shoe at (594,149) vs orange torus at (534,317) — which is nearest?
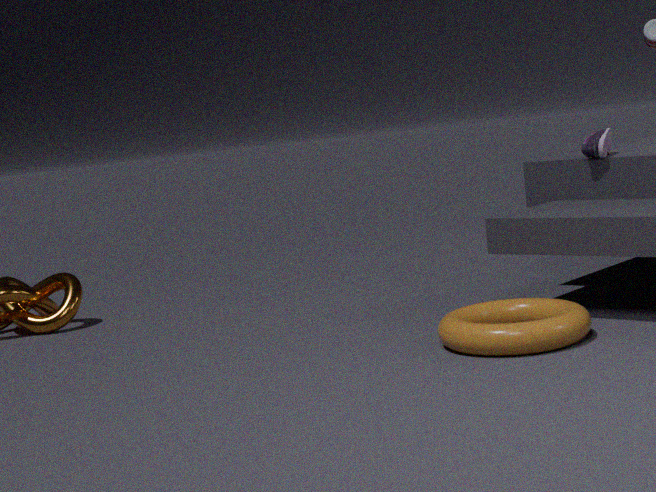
orange torus at (534,317)
